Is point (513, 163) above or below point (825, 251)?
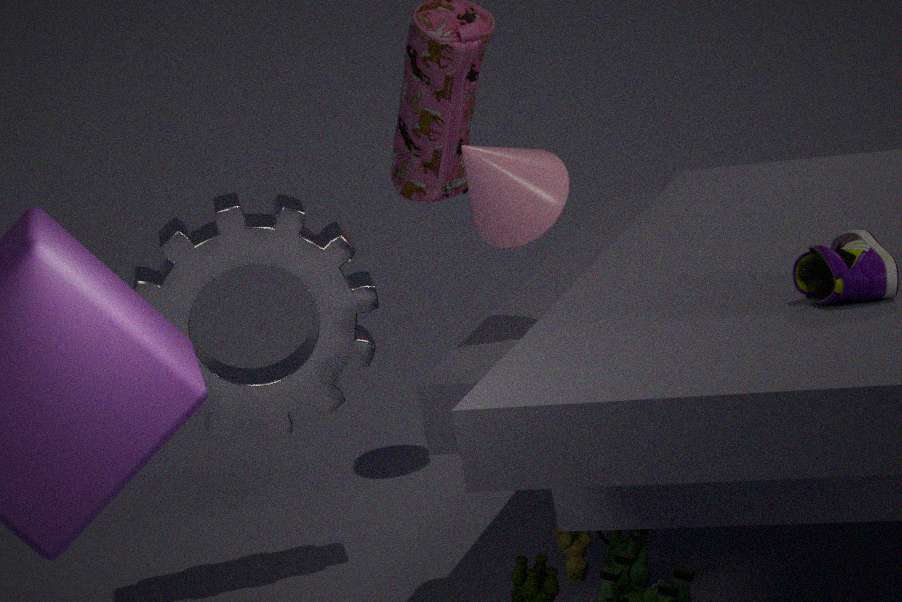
above
